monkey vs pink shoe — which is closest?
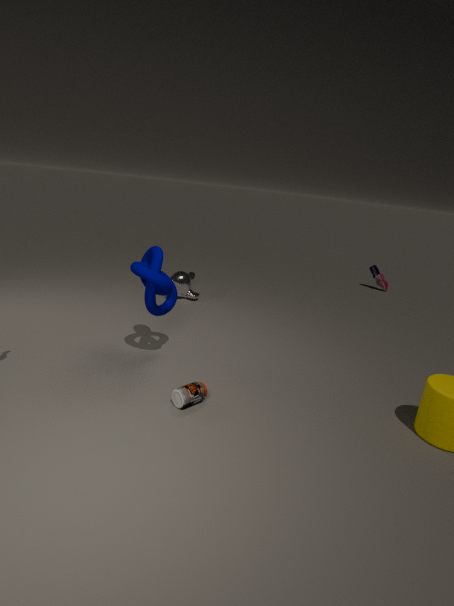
monkey
